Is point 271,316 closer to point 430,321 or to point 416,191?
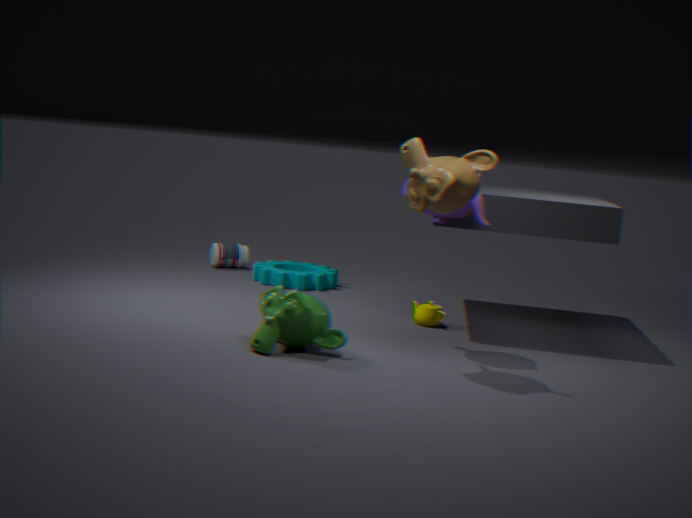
point 416,191
